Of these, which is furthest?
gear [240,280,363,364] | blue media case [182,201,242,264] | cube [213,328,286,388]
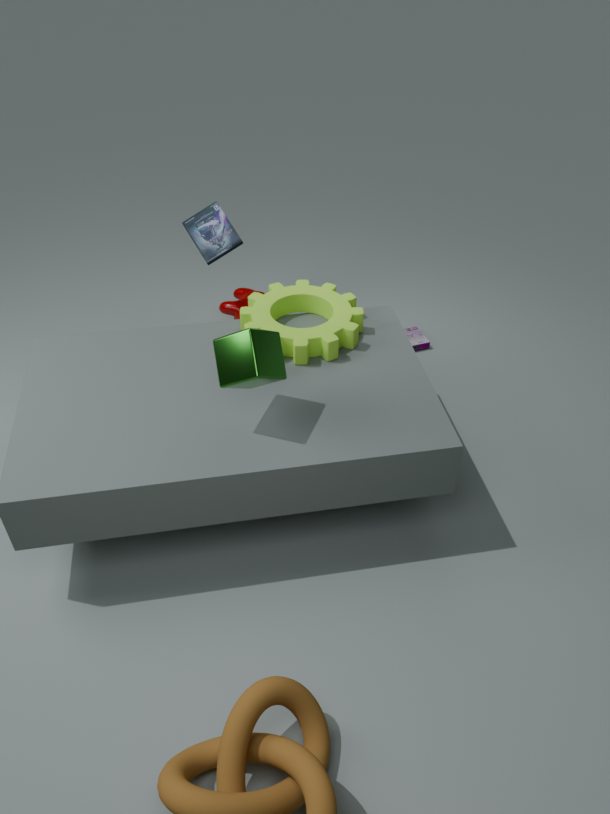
blue media case [182,201,242,264]
